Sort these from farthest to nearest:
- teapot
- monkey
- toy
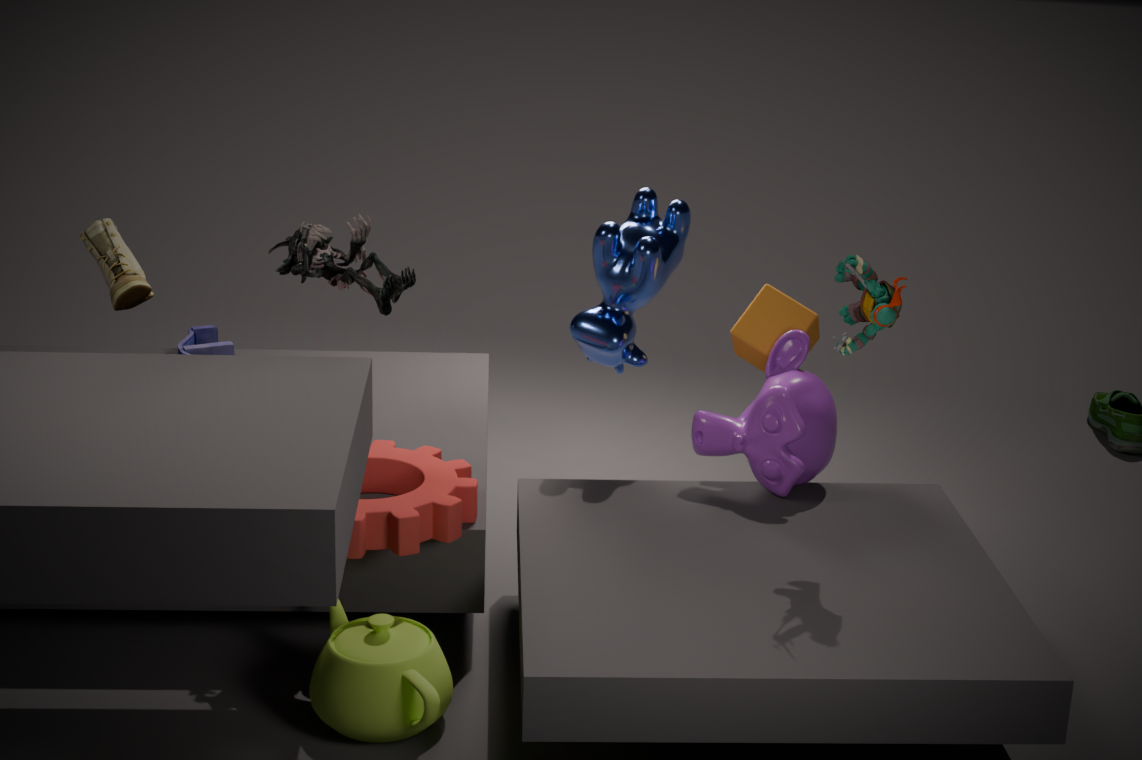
1. toy
2. monkey
3. teapot
